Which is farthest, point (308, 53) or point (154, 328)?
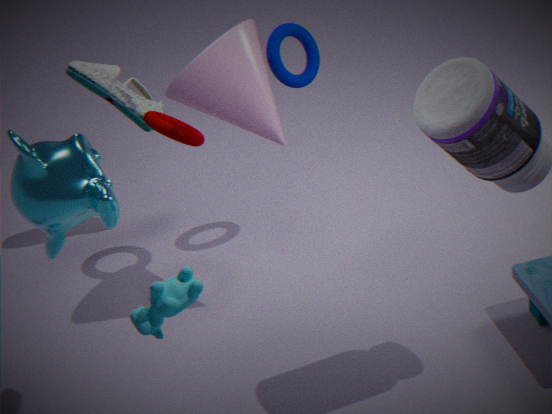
point (308, 53)
